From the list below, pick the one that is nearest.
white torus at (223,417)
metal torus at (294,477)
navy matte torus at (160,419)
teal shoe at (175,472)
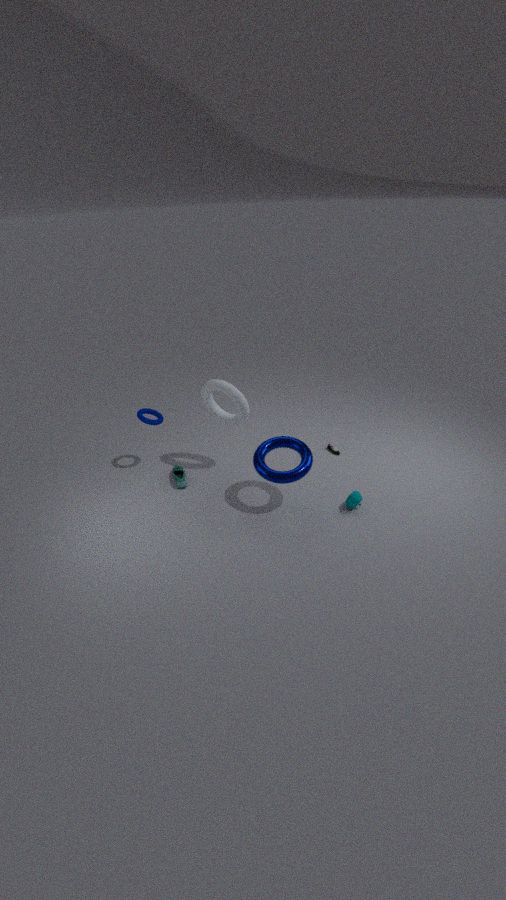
metal torus at (294,477)
